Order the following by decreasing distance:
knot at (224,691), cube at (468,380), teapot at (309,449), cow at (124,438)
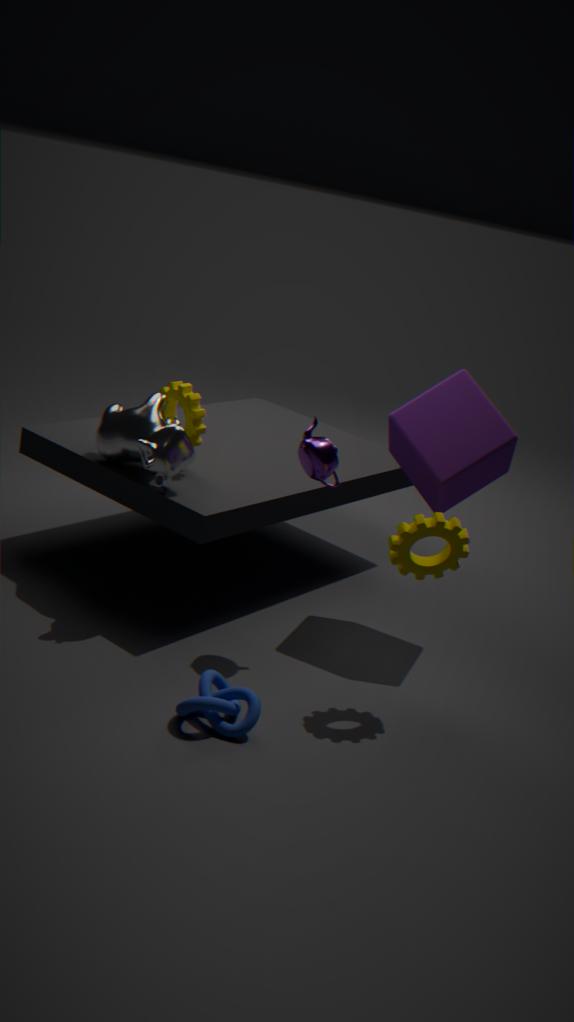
cube at (468,380)
cow at (124,438)
teapot at (309,449)
knot at (224,691)
